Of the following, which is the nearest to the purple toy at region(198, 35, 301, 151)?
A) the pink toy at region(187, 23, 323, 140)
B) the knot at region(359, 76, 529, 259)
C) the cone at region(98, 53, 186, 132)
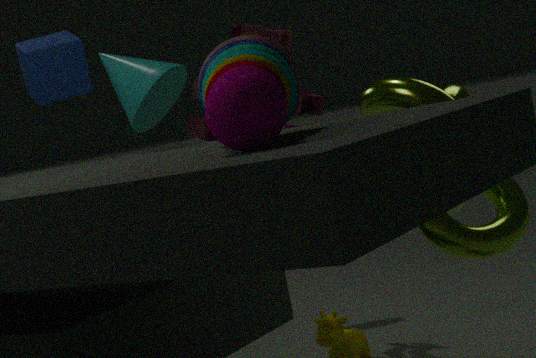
the knot at region(359, 76, 529, 259)
